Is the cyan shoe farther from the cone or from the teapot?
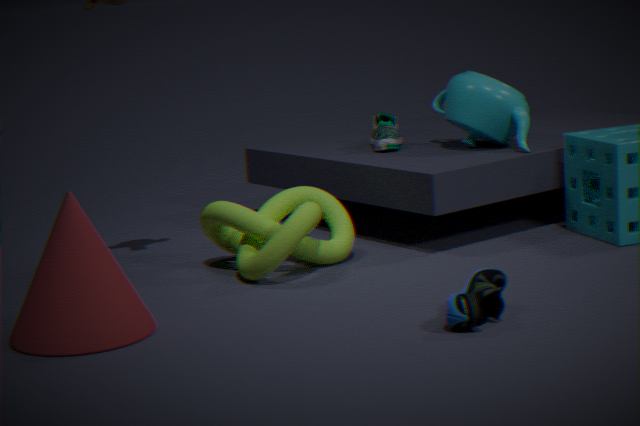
the teapot
